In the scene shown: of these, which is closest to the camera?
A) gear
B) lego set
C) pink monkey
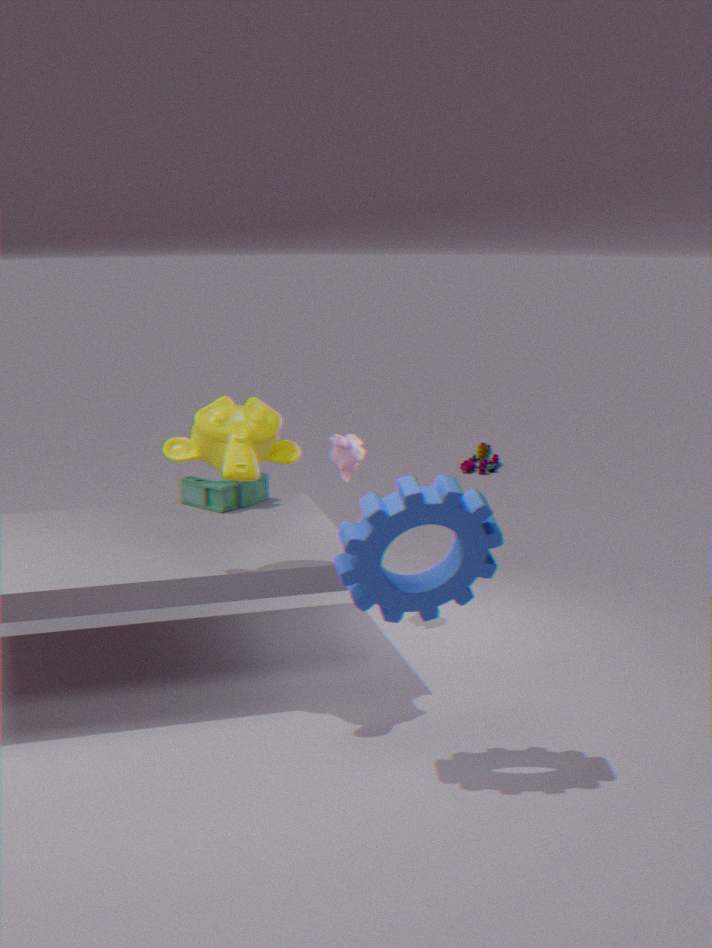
gear
